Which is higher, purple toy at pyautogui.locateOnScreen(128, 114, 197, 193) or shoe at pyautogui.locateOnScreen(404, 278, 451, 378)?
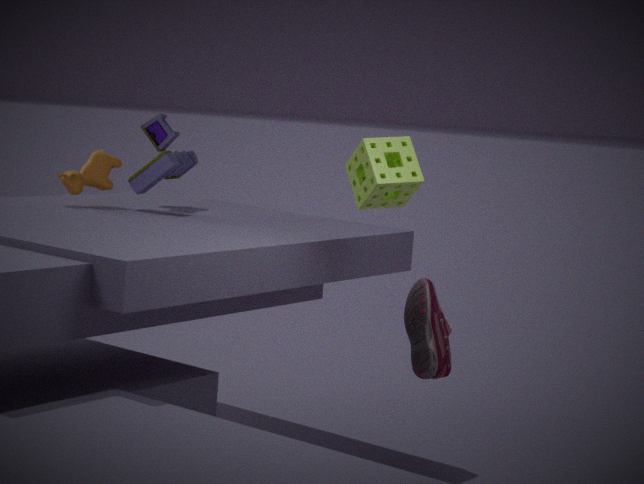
purple toy at pyautogui.locateOnScreen(128, 114, 197, 193)
